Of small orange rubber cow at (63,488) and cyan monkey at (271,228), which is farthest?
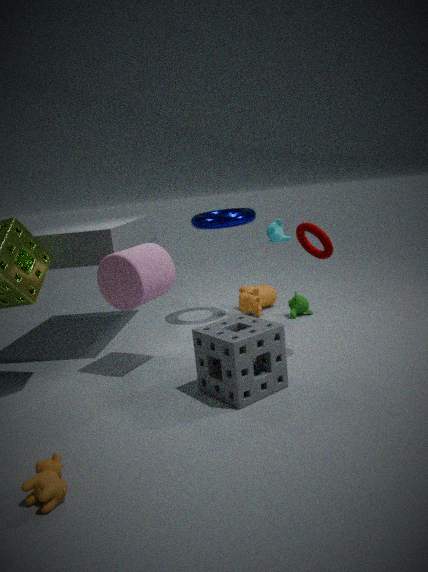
cyan monkey at (271,228)
